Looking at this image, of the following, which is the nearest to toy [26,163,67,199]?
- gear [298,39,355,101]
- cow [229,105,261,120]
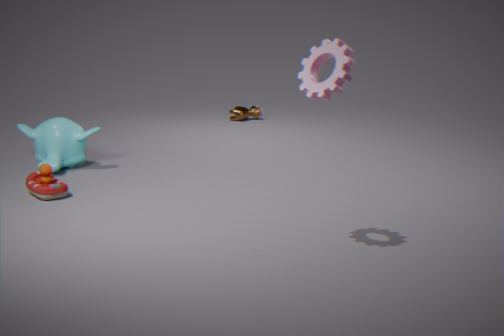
gear [298,39,355,101]
